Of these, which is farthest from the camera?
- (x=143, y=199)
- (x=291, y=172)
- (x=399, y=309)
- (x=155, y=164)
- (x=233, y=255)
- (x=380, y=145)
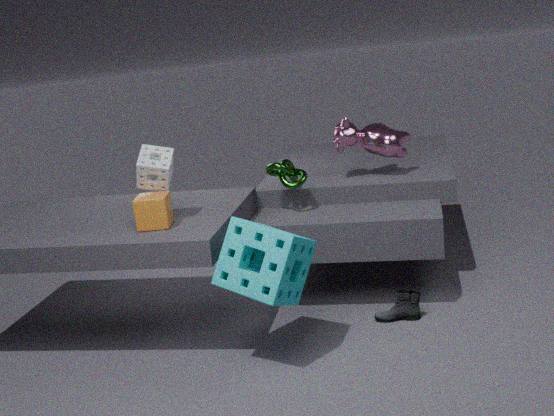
(x=380, y=145)
